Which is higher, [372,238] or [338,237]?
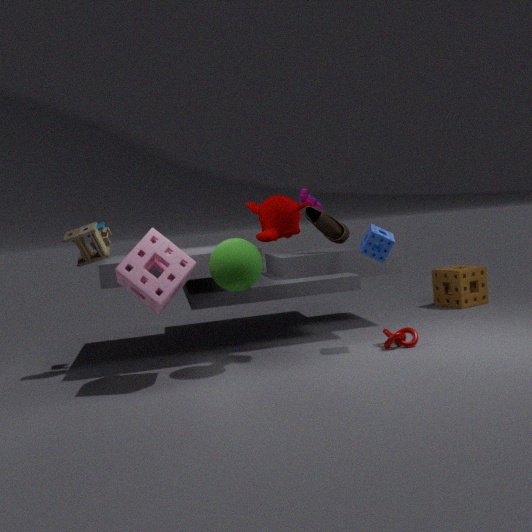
[338,237]
